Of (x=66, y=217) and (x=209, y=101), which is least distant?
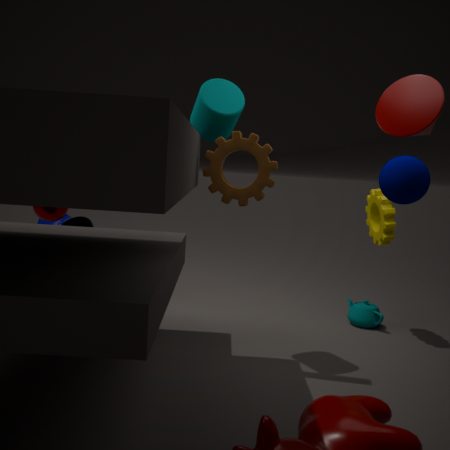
(x=209, y=101)
